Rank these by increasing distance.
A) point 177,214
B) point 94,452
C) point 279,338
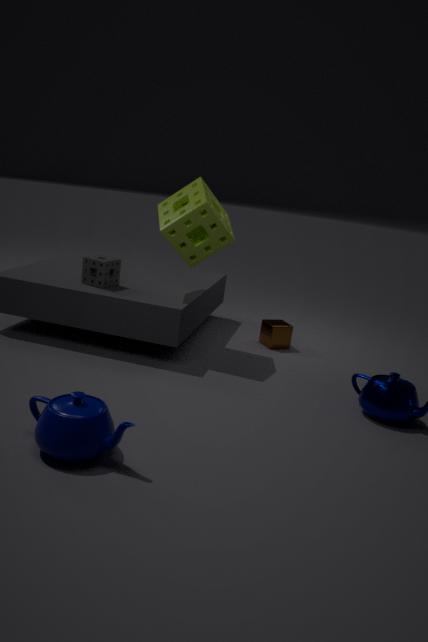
point 94,452
point 177,214
point 279,338
